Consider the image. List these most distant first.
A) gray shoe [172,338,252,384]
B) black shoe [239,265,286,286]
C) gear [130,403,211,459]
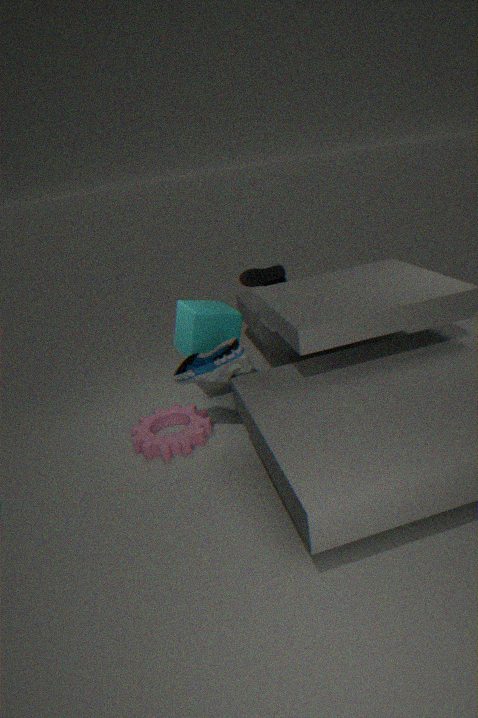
black shoe [239,265,286,286]
gear [130,403,211,459]
gray shoe [172,338,252,384]
